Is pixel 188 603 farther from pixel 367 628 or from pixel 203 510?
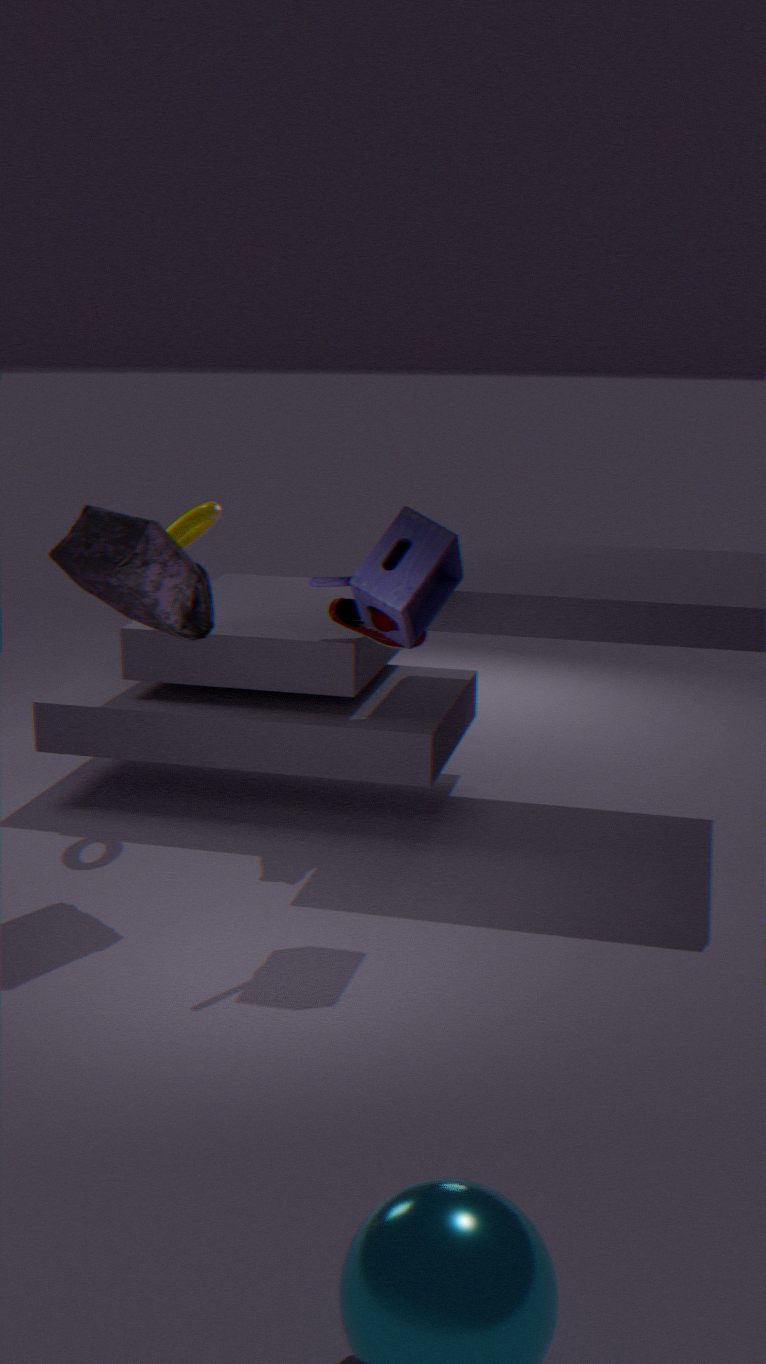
pixel 367 628
